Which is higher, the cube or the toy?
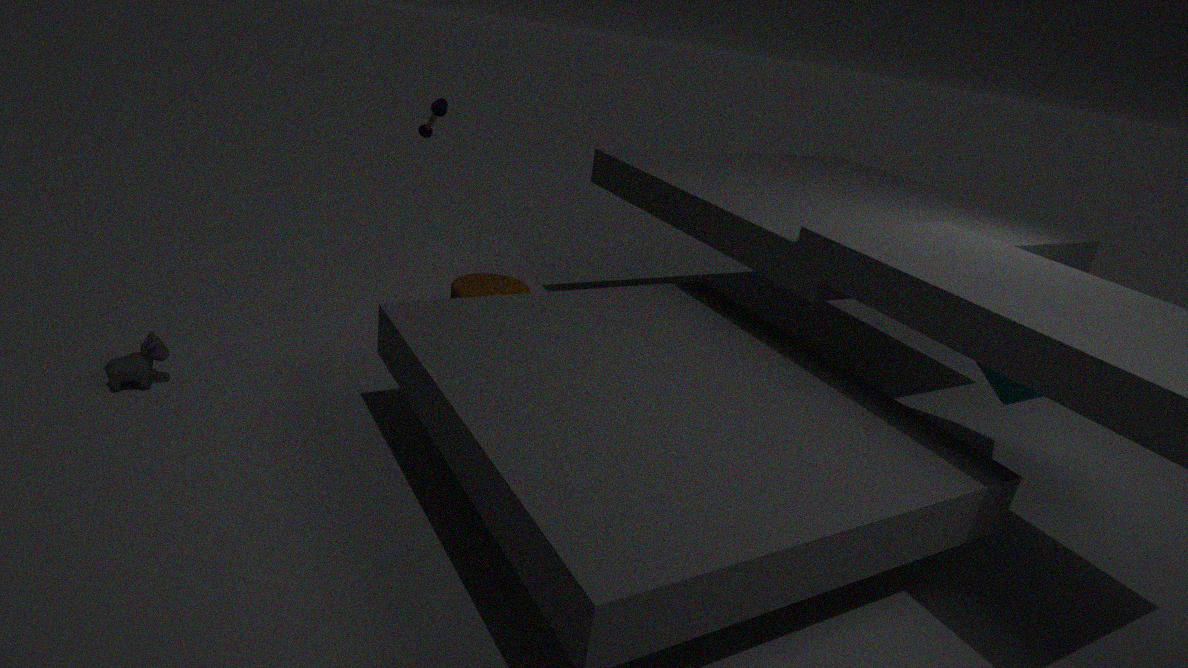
the toy
